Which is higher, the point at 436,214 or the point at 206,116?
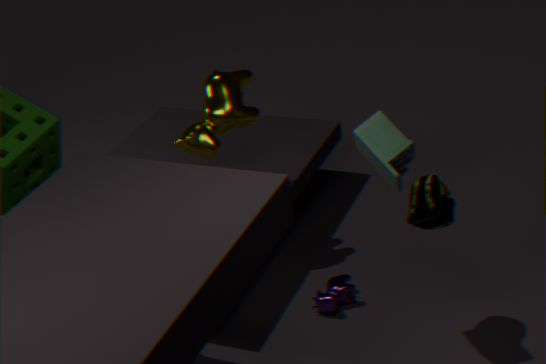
the point at 206,116
